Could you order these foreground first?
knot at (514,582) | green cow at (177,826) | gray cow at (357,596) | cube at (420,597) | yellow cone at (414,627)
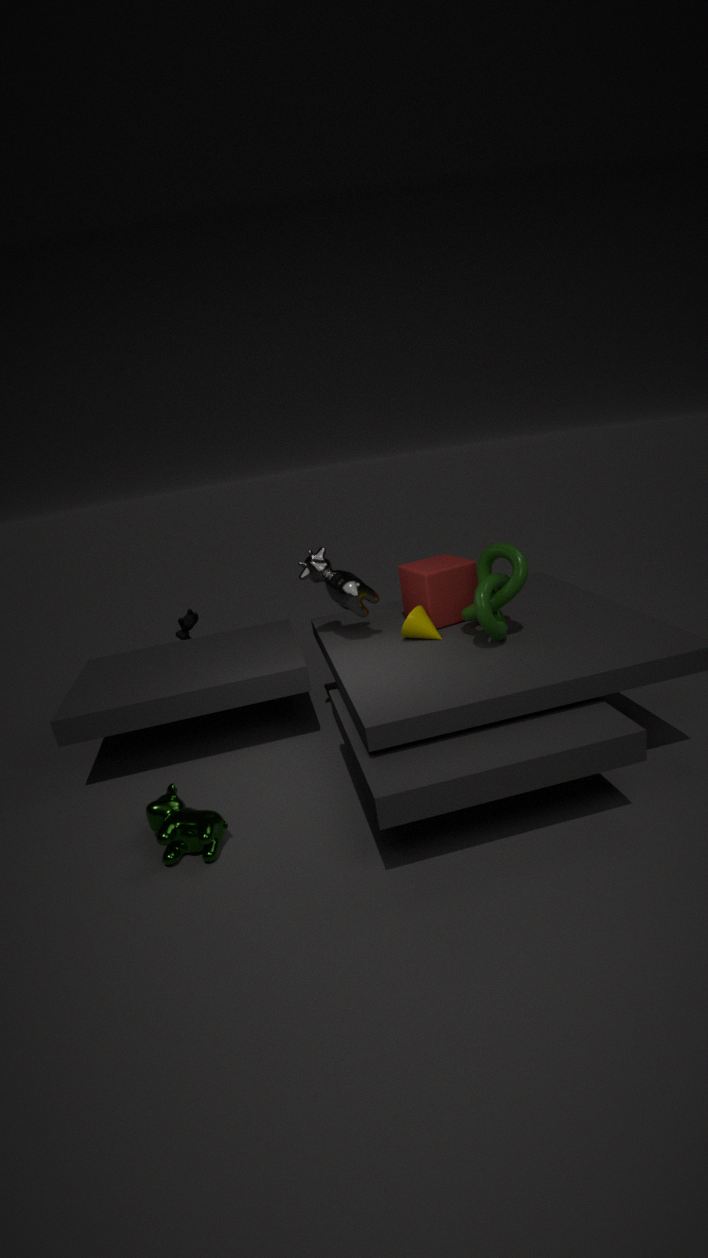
green cow at (177,826), knot at (514,582), yellow cone at (414,627), gray cow at (357,596), cube at (420,597)
